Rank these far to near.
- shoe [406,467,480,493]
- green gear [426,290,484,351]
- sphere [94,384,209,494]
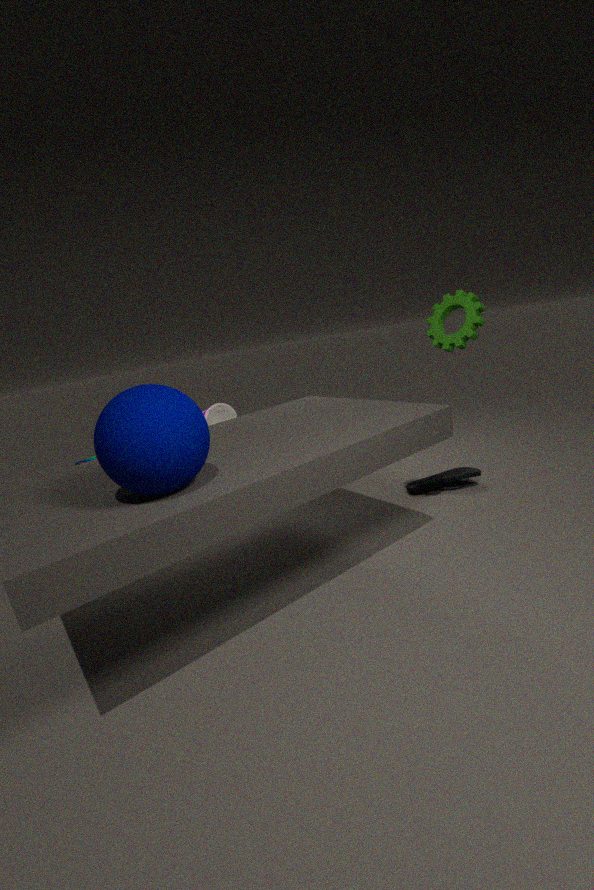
shoe [406,467,480,493] < green gear [426,290,484,351] < sphere [94,384,209,494]
